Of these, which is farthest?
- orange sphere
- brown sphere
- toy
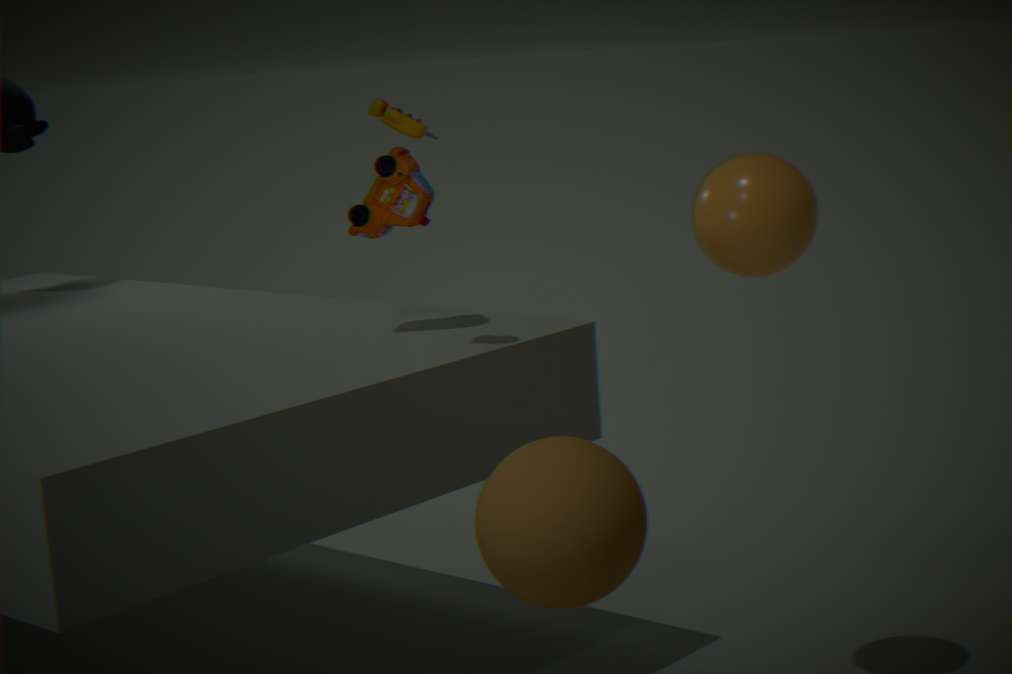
toy
